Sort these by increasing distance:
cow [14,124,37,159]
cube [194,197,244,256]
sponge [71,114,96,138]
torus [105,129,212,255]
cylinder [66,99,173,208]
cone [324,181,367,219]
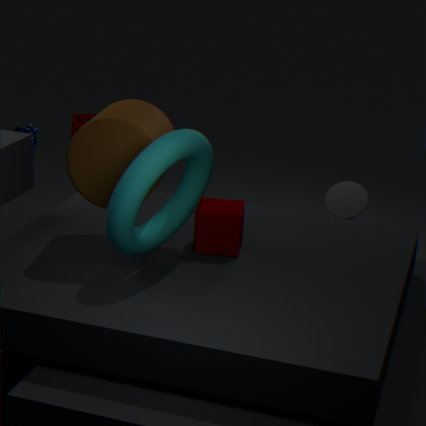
torus [105,129,212,255] < cylinder [66,99,173,208] < cube [194,197,244,256] < cone [324,181,367,219] < sponge [71,114,96,138] < cow [14,124,37,159]
